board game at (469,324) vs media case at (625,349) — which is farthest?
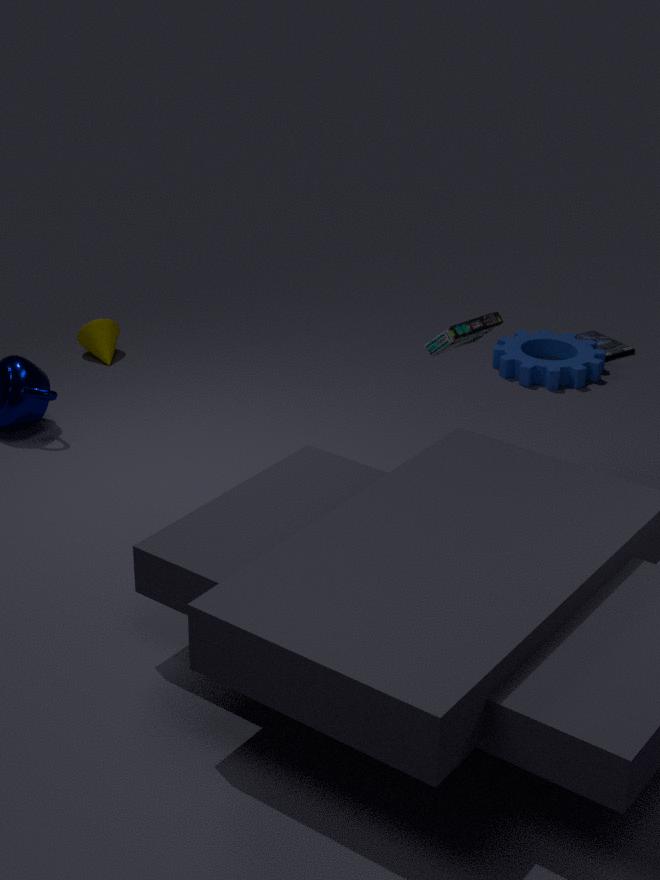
media case at (625,349)
